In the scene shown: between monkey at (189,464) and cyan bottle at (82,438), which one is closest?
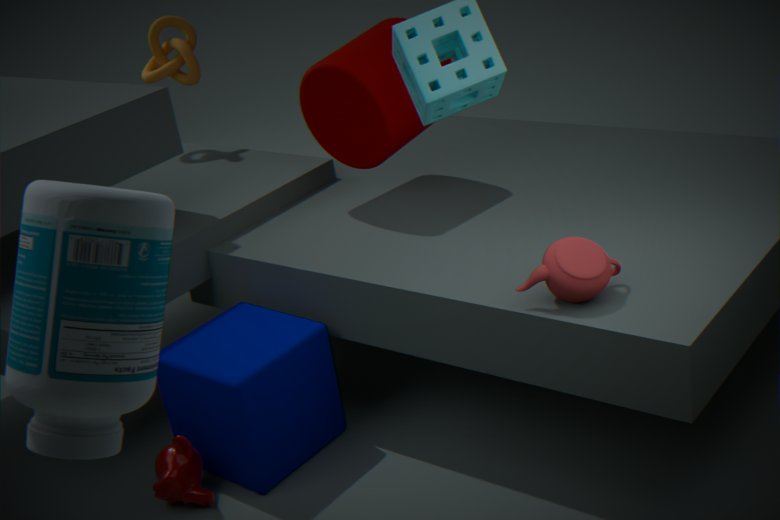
cyan bottle at (82,438)
